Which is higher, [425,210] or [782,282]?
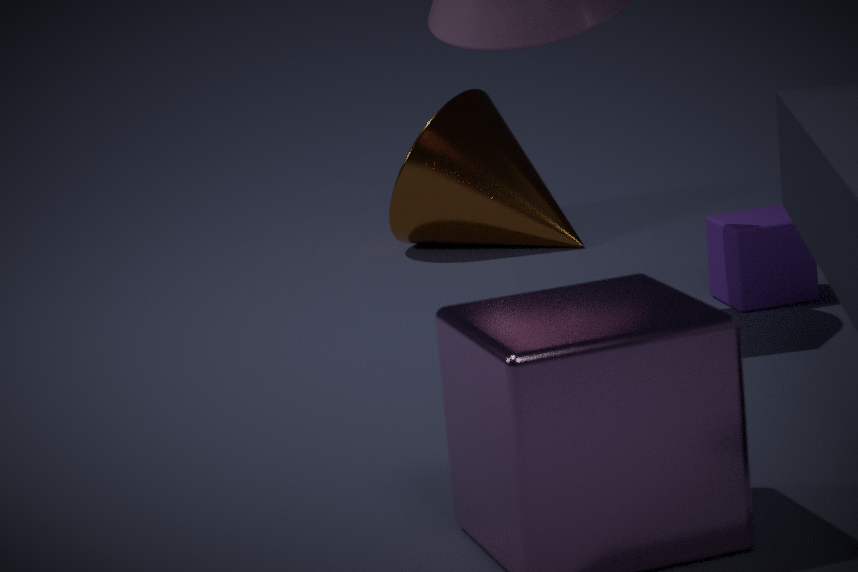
[425,210]
